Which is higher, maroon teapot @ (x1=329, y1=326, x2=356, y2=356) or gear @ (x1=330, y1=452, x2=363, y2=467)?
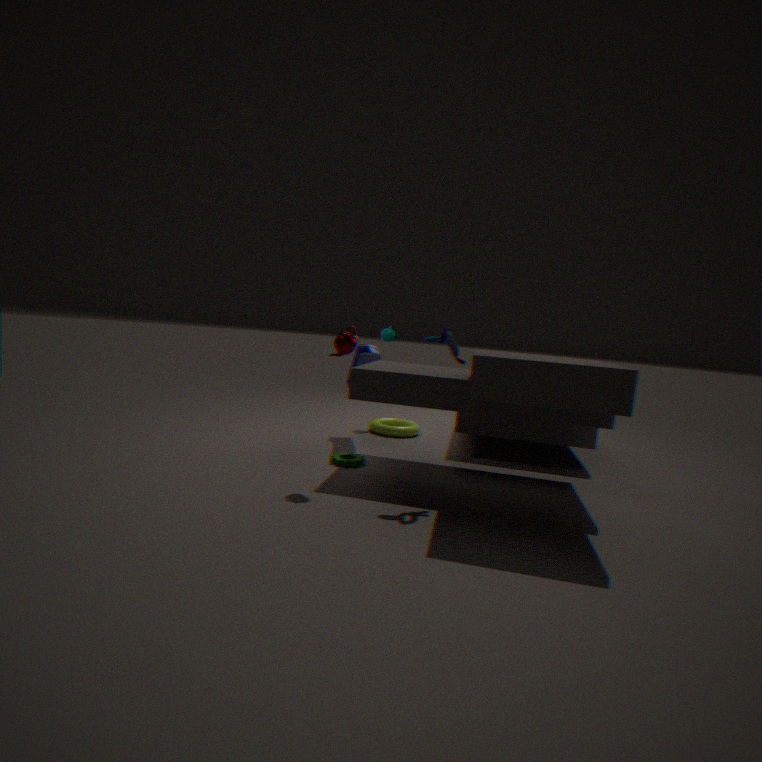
maroon teapot @ (x1=329, y1=326, x2=356, y2=356)
